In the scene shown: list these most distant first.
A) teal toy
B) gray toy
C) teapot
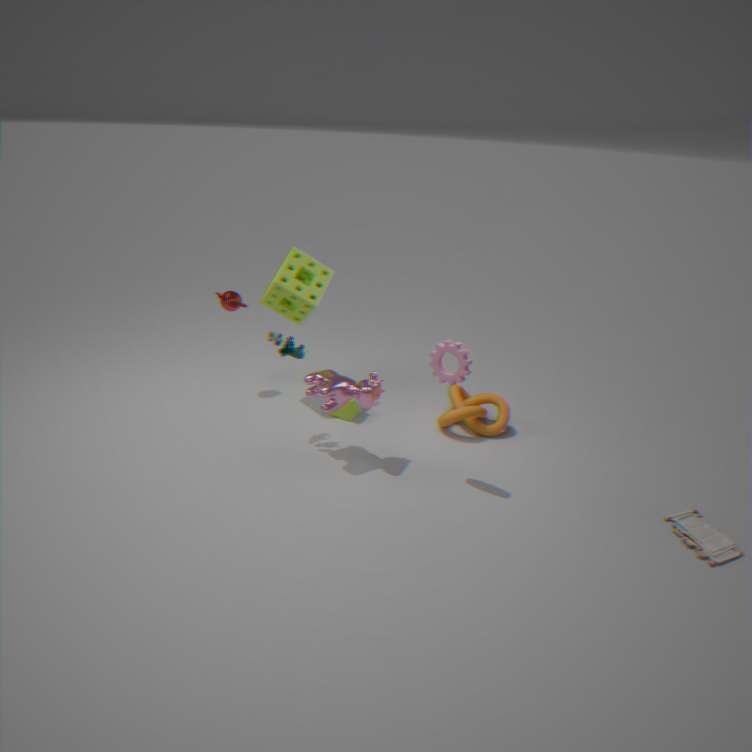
teapot
teal toy
gray toy
